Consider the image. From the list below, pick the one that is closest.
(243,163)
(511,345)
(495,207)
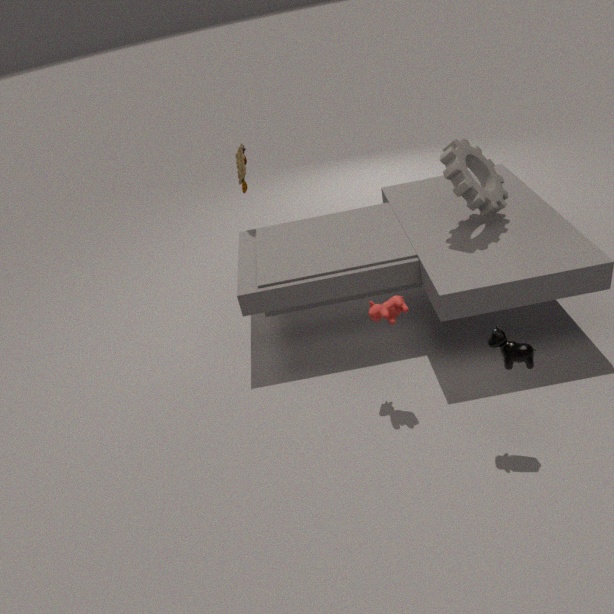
(511,345)
